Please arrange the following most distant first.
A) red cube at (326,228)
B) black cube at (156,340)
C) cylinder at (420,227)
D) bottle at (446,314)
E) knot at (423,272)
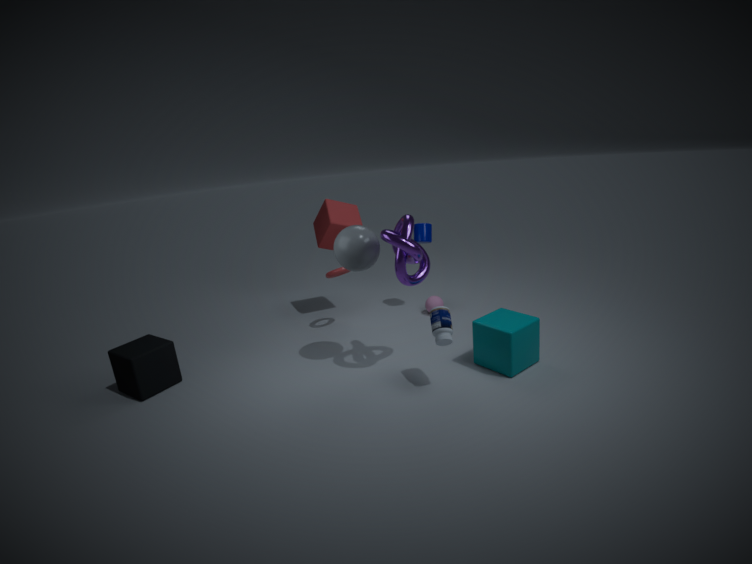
cylinder at (420,227)
red cube at (326,228)
black cube at (156,340)
knot at (423,272)
bottle at (446,314)
